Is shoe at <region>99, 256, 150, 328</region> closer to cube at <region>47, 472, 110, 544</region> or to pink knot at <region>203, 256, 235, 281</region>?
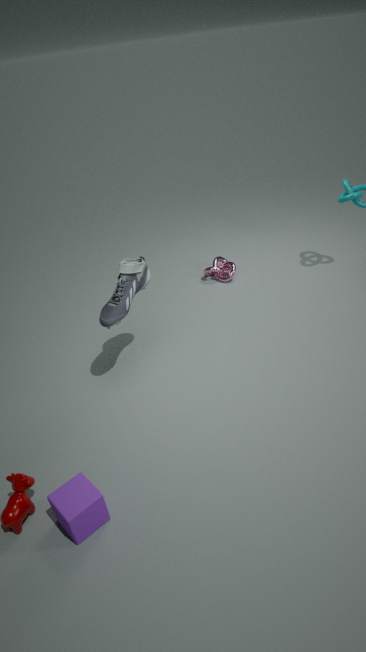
cube at <region>47, 472, 110, 544</region>
